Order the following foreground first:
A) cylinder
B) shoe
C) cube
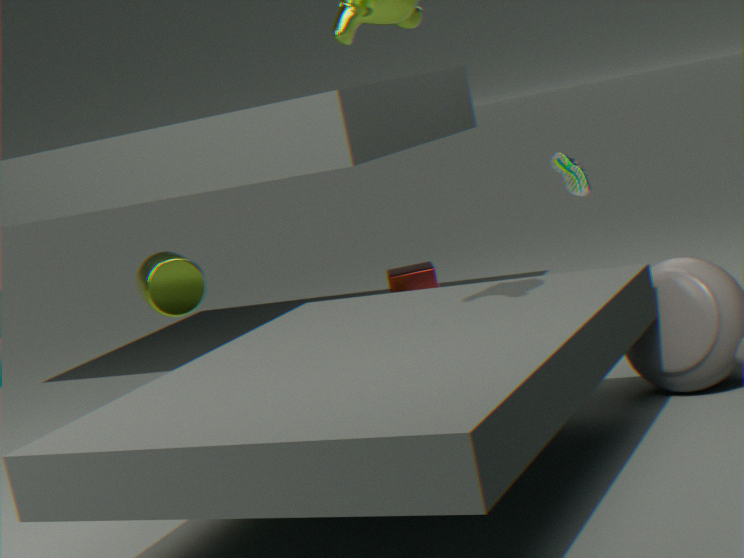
cylinder → shoe → cube
